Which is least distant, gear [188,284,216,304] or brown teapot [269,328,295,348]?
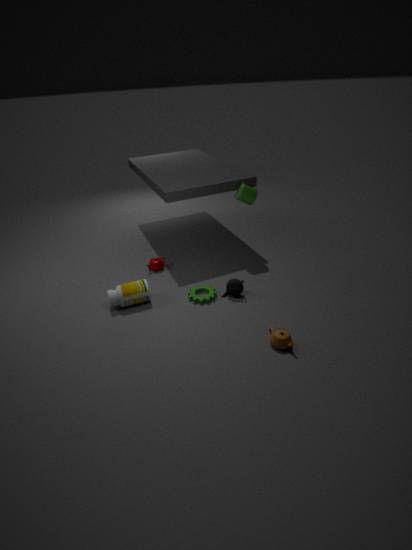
brown teapot [269,328,295,348]
